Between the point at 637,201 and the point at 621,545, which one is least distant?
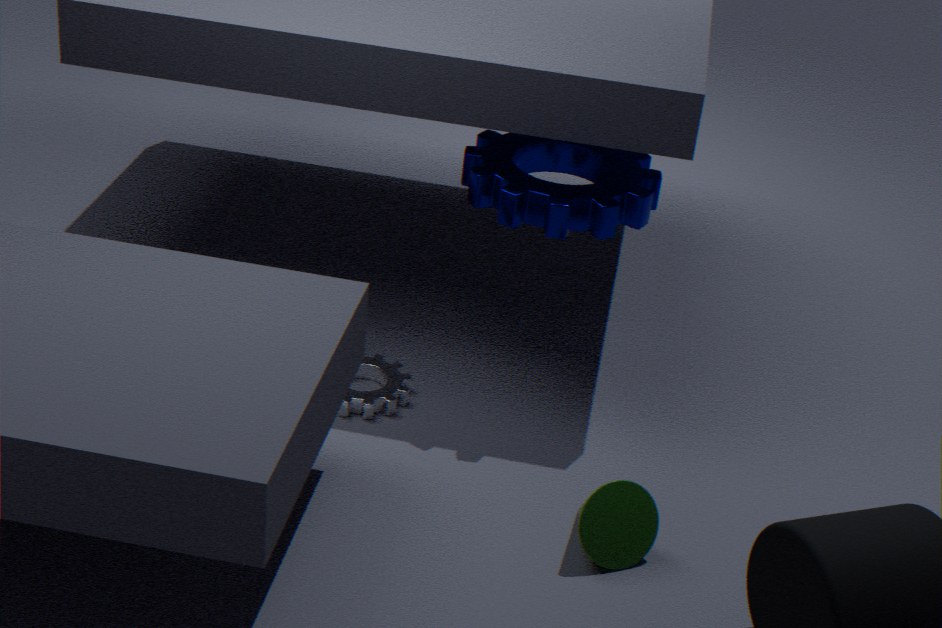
the point at 621,545
